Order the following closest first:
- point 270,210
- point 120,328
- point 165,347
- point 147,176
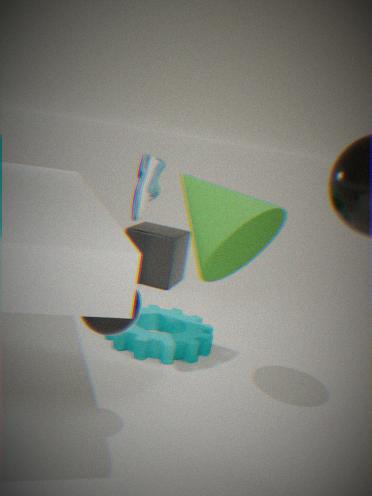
point 120,328
point 270,210
point 165,347
point 147,176
